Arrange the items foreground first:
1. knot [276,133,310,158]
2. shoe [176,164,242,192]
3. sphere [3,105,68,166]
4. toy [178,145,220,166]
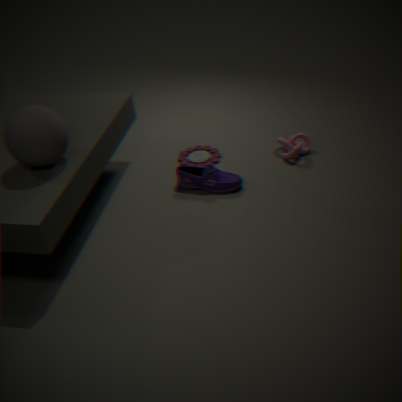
1. sphere [3,105,68,166]
2. shoe [176,164,242,192]
3. knot [276,133,310,158]
4. toy [178,145,220,166]
